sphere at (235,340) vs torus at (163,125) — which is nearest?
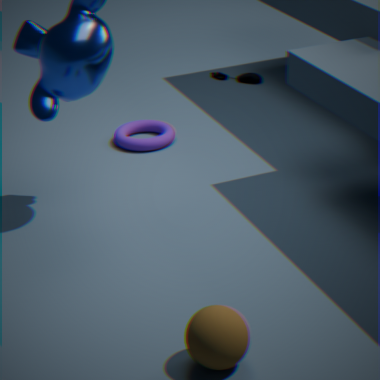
sphere at (235,340)
